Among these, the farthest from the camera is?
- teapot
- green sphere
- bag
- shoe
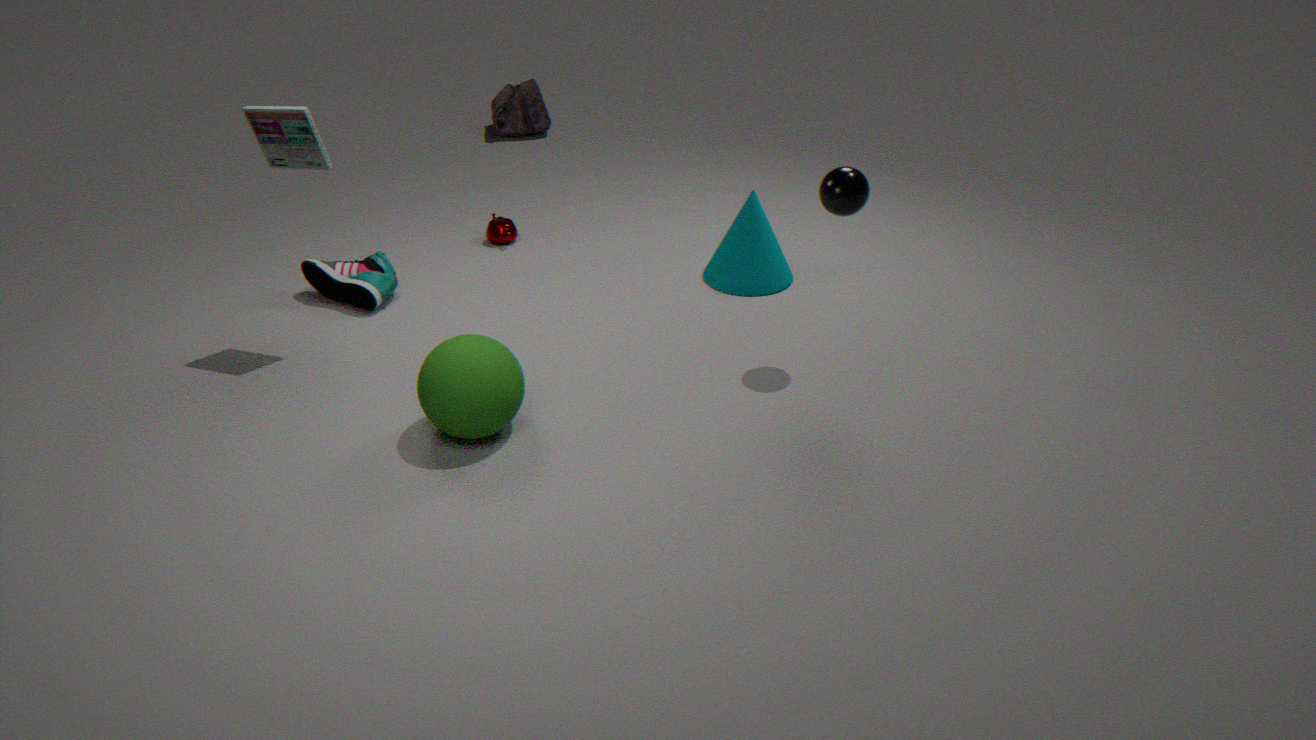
bag
